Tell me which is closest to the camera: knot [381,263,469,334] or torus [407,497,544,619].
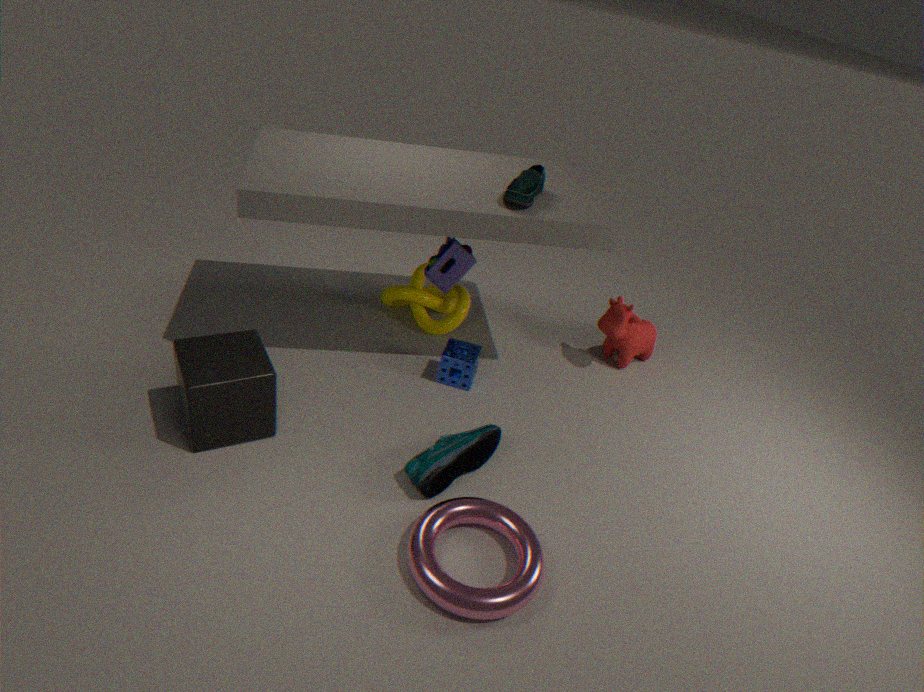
torus [407,497,544,619]
